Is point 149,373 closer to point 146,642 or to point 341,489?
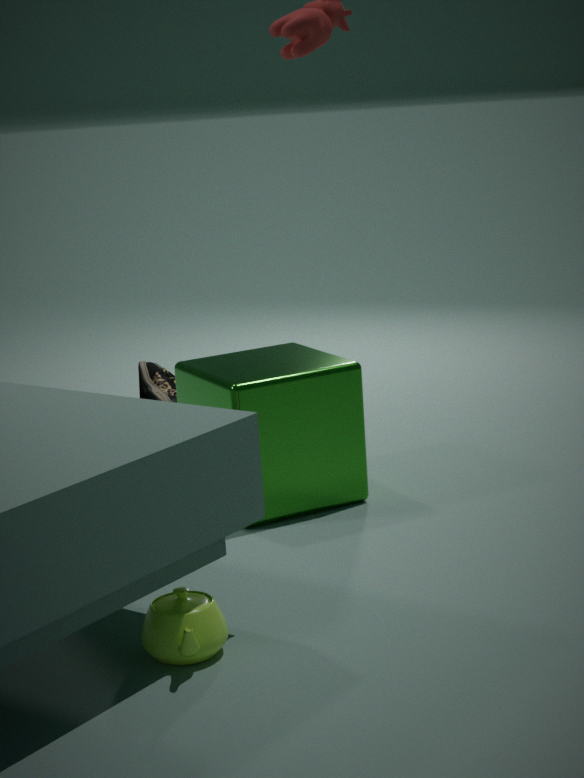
point 341,489
